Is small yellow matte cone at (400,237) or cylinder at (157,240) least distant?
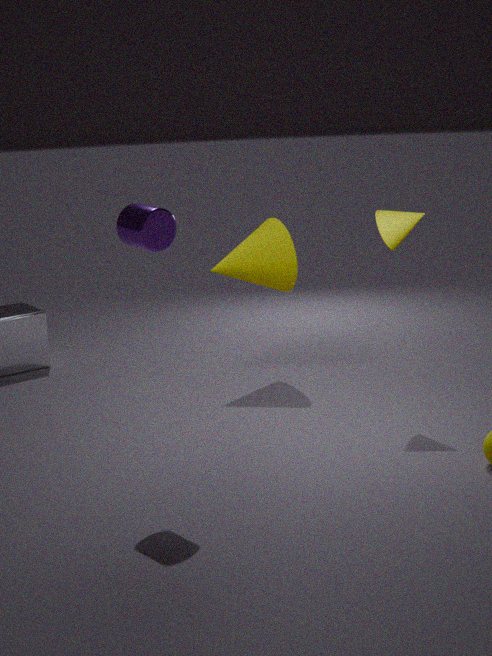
cylinder at (157,240)
